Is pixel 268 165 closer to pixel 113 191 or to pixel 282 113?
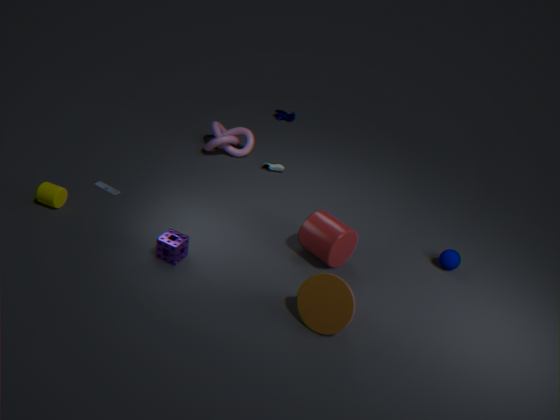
pixel 282 113
